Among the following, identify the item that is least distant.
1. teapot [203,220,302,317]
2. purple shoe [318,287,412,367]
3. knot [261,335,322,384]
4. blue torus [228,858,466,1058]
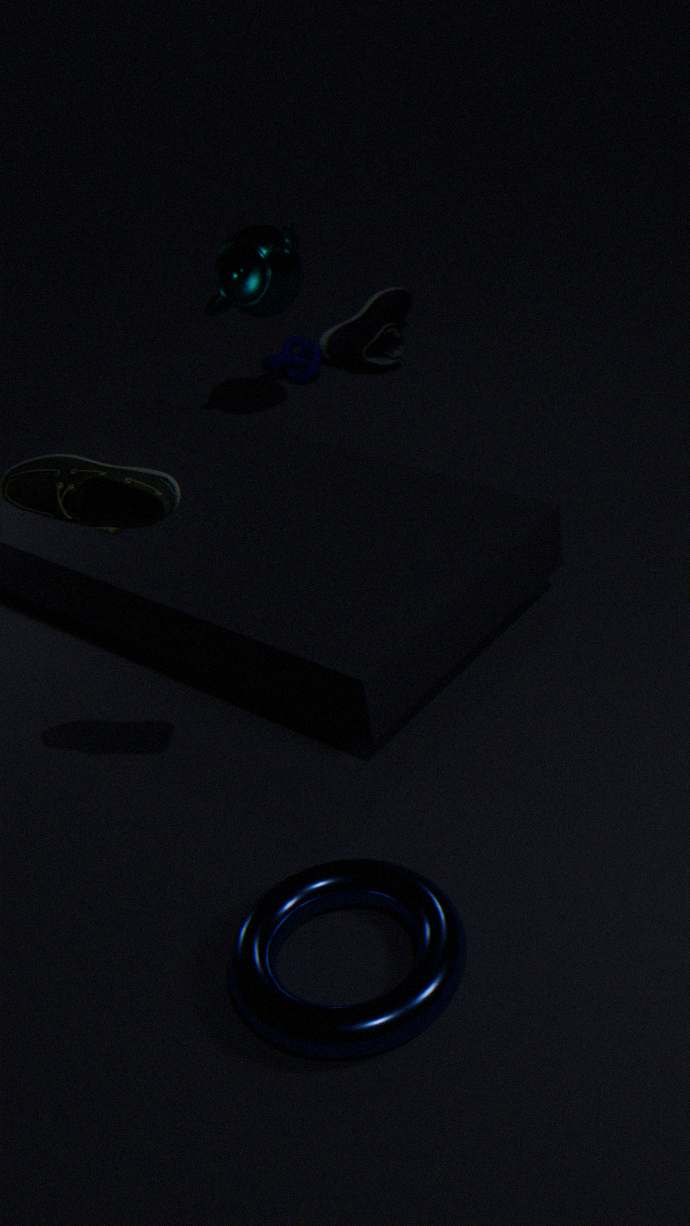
blue torus [228,858,466,1058]
